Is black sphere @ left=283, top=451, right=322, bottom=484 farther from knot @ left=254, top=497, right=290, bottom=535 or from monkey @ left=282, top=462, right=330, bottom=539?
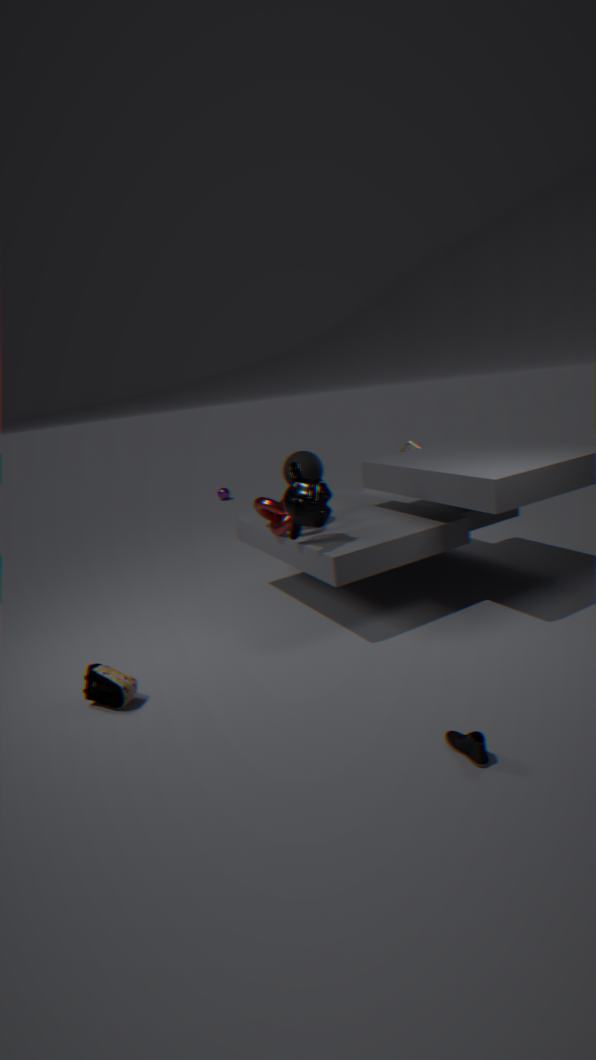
monkey @ left=282, top=462, right=330, bottom=539
